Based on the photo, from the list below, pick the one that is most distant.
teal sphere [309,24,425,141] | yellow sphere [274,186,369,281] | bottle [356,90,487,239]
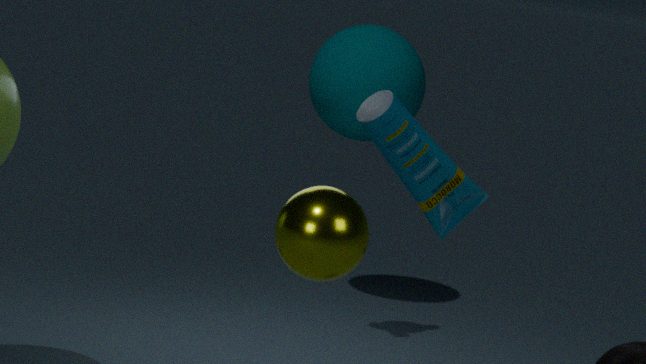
teal sphere [309,24,425,141]
